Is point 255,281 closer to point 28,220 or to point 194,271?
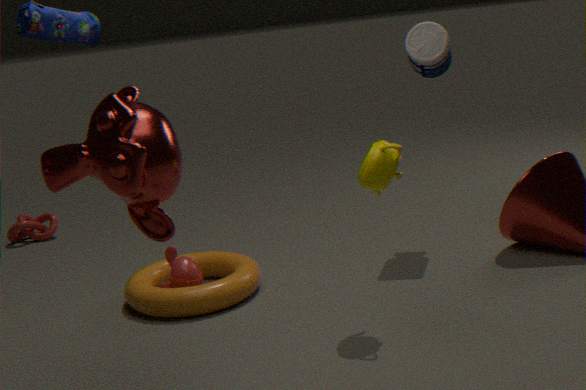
point 194,271
